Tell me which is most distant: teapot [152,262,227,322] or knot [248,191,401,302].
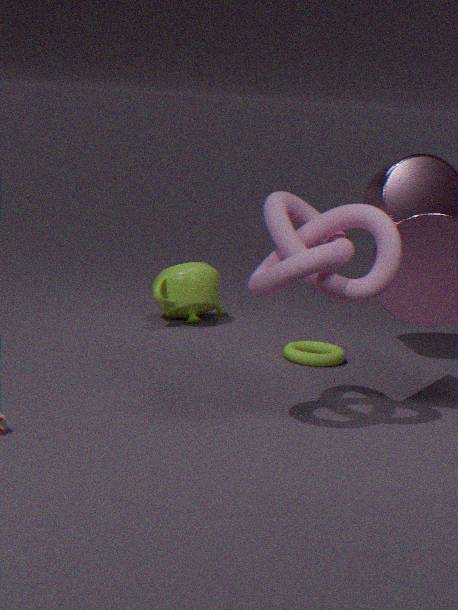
teapot [152,262,227,322]
